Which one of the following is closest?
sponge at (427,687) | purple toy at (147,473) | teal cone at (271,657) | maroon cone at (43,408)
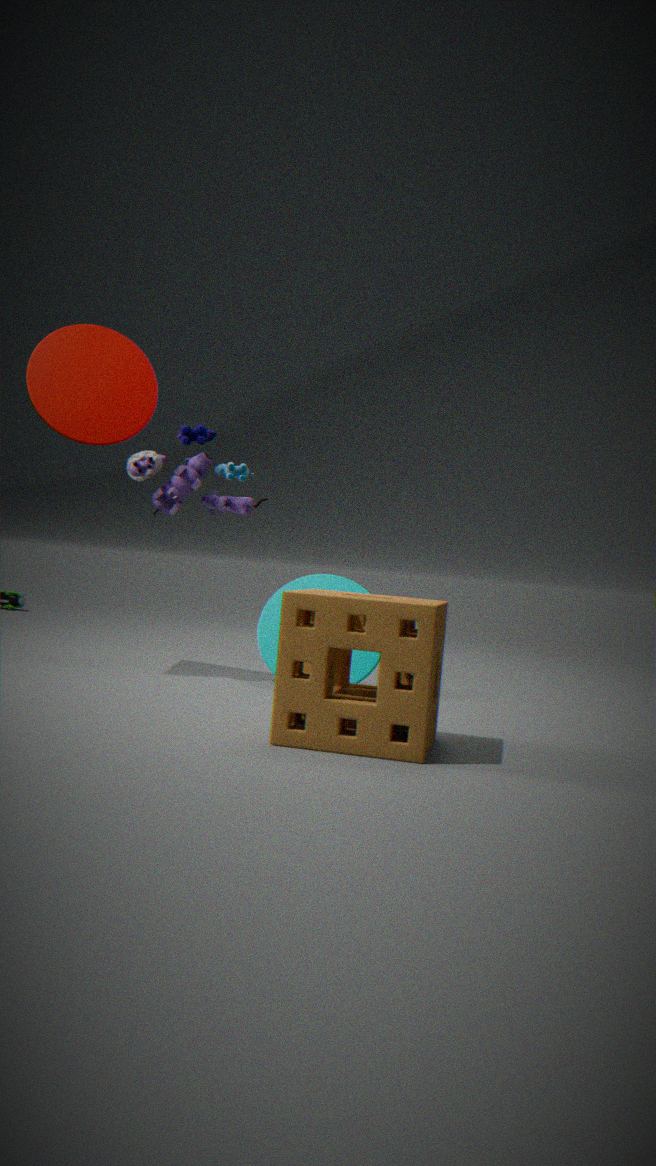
sponge at (427,687)
